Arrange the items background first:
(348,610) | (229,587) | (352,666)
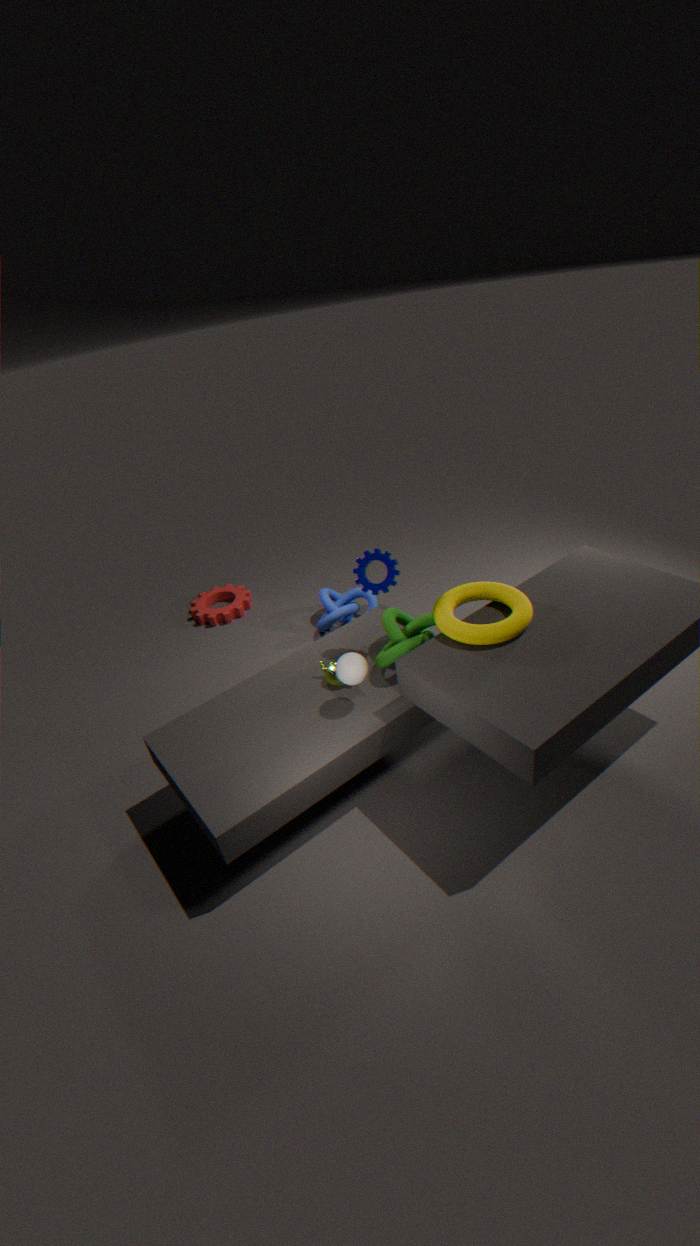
1. (229,587)
2. (348,610)
3. (352,666)
